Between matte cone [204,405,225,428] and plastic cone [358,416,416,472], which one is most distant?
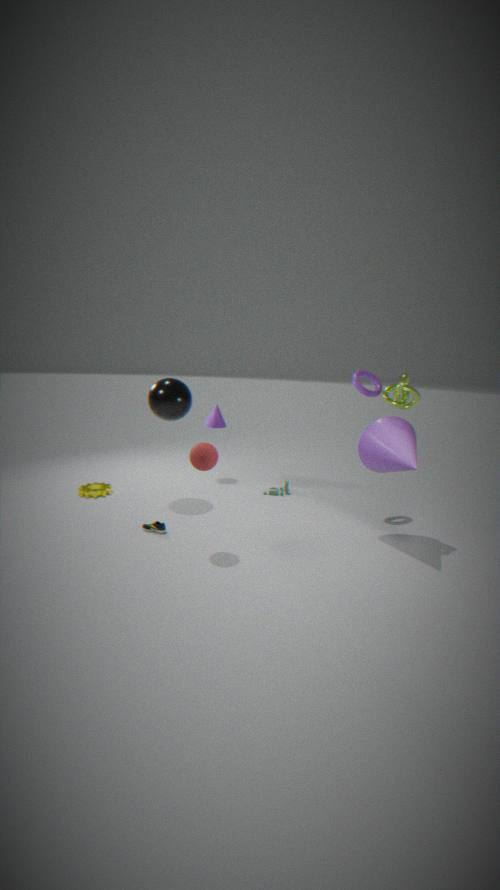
matte cone [204,405,225,428]
